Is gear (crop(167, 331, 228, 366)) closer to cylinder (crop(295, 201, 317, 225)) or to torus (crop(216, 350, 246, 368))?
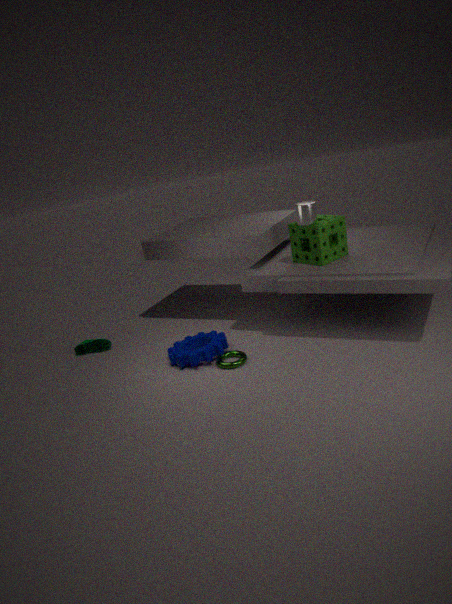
torus (crop(216, 350, 246, 368))
